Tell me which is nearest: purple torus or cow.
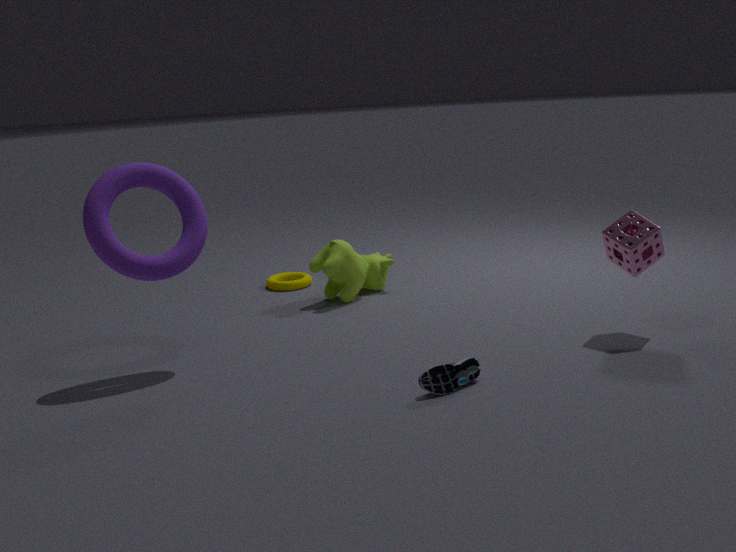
purple torus
